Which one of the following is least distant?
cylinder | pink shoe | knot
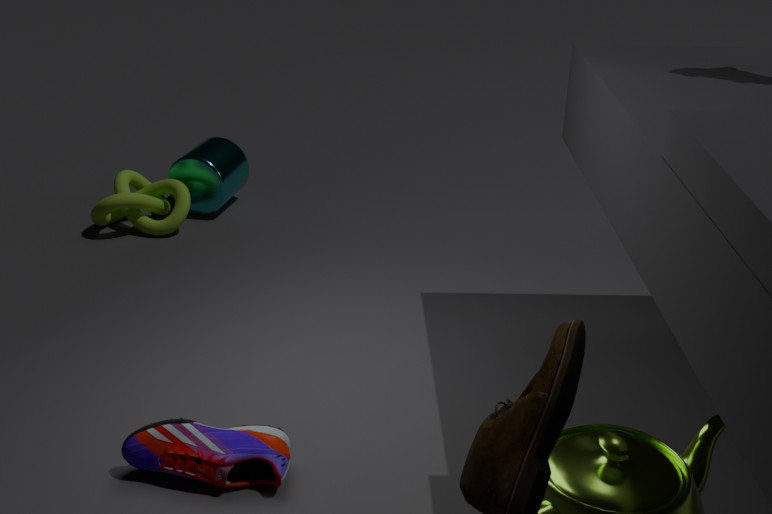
pink shoe
